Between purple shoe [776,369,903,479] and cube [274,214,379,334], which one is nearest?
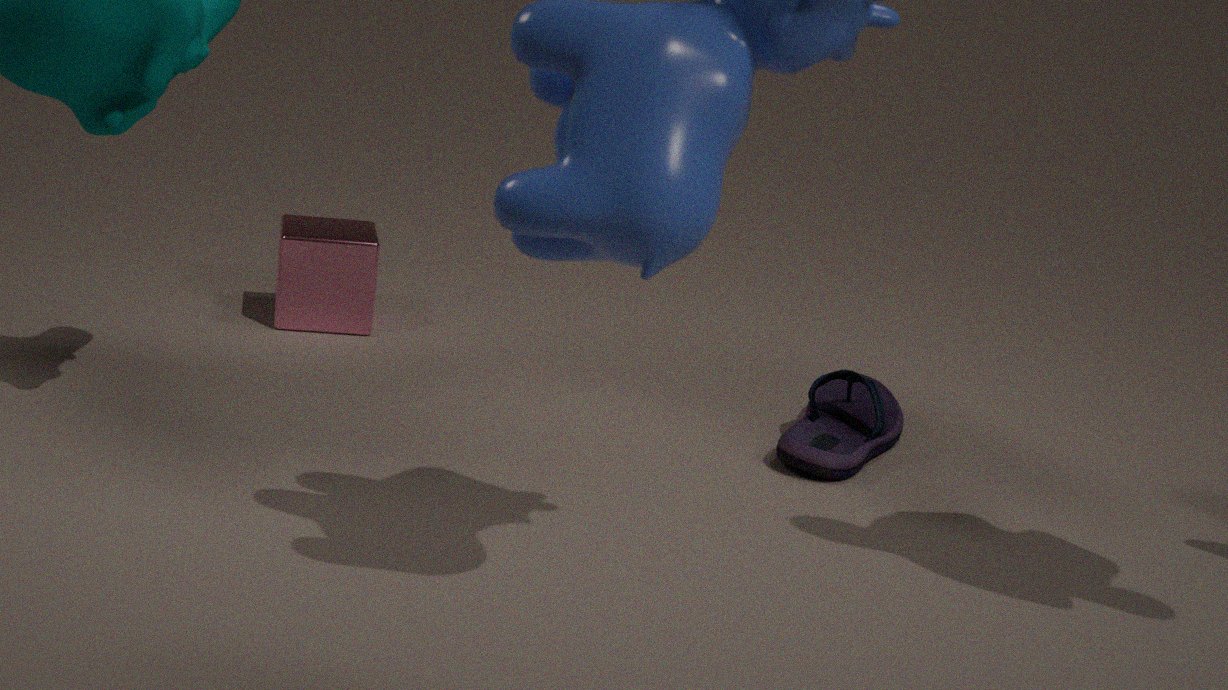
purple shoe [776,369,903,479]
